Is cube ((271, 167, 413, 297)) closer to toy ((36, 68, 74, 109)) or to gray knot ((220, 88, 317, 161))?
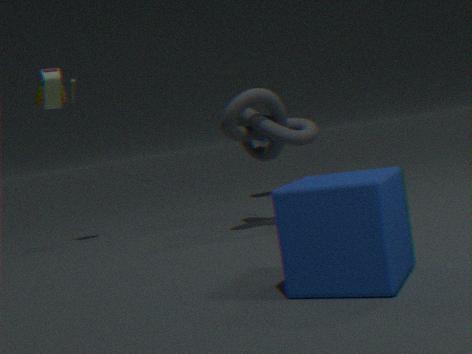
gray knot ((220, 88, 317, 161))
